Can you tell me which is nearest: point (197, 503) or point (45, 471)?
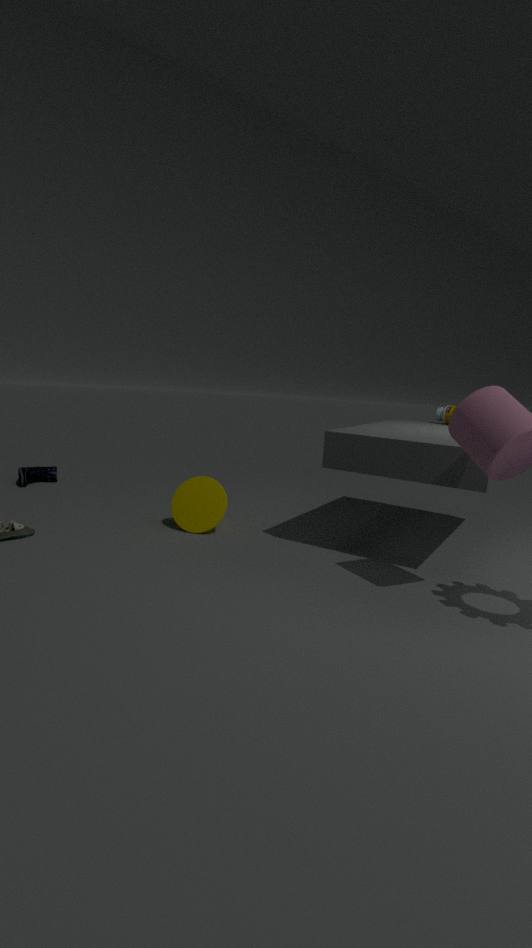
point (197, 503)
